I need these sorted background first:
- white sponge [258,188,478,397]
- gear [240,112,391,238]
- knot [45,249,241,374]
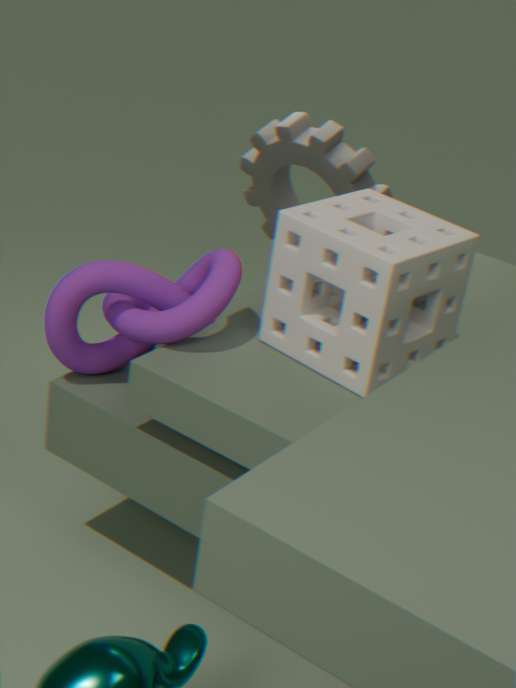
gear [240,112,391,238] → knot [45,249,241,374] → white sponge [258,188,478,397]
